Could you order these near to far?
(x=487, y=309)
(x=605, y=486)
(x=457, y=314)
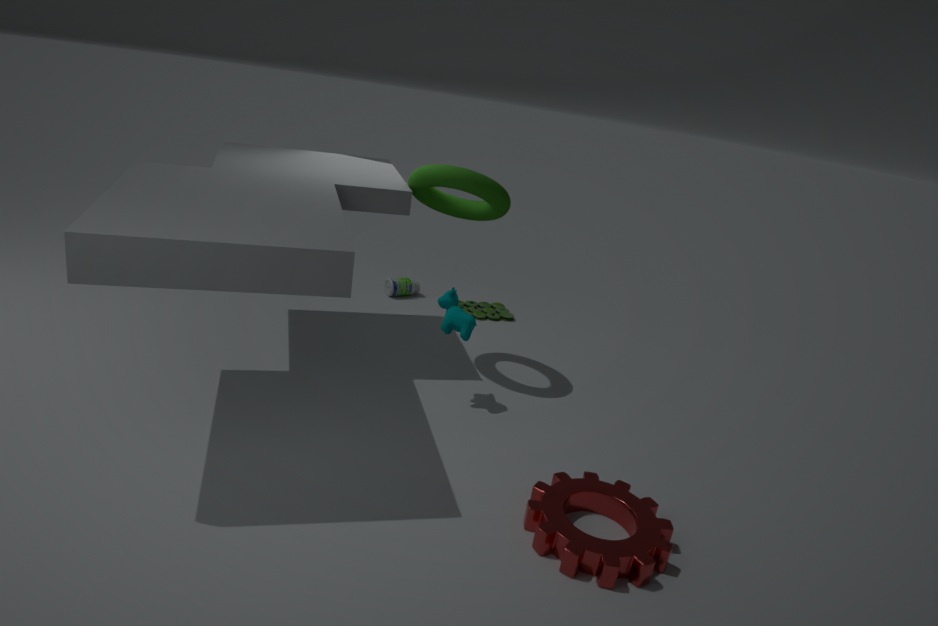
(x=605, y=486)
(x=457, y=314)
(x=487, y=309)
